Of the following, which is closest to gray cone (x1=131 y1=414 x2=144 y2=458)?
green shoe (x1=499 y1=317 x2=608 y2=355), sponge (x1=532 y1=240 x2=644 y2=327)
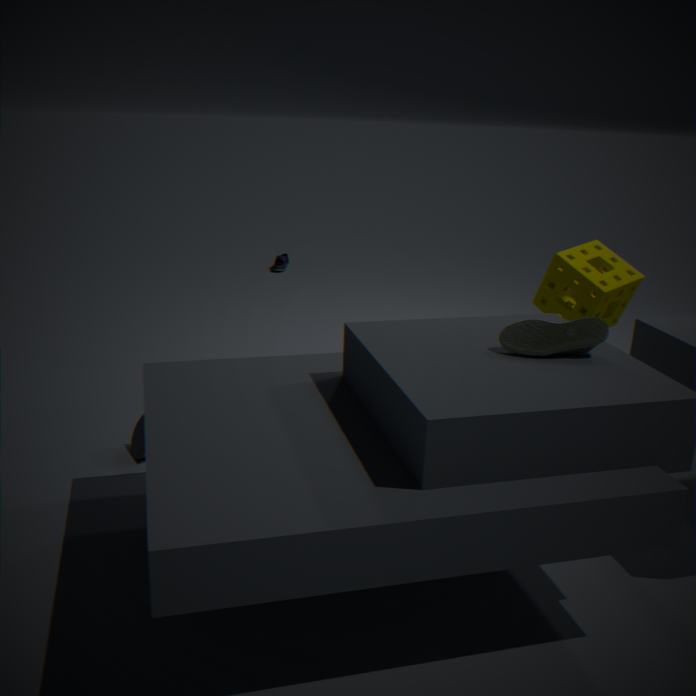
green shoe (x1=499 y1=317 x2=608 y2=355)
